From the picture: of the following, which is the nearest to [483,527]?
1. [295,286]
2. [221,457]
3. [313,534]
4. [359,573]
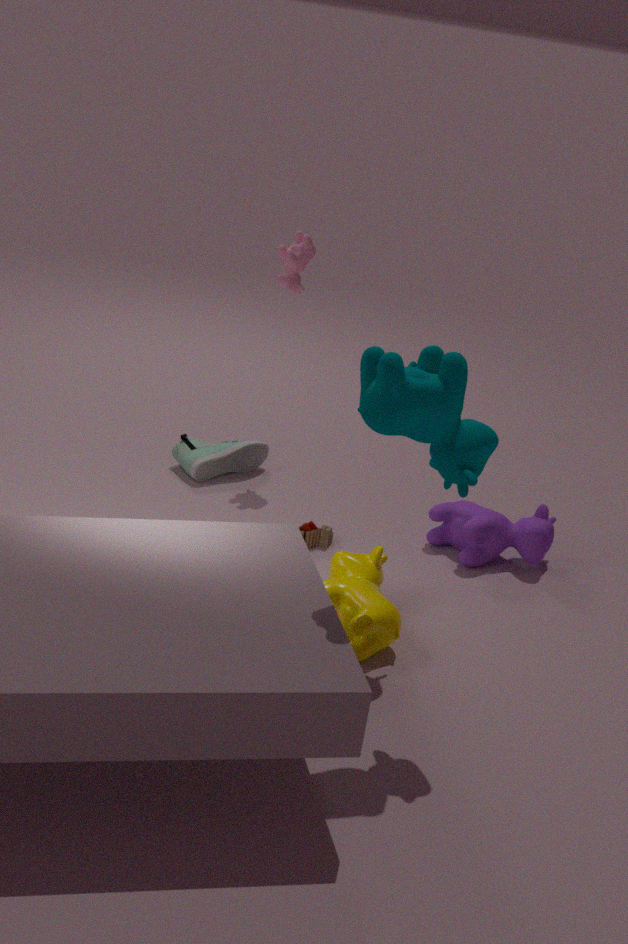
[313,534]
